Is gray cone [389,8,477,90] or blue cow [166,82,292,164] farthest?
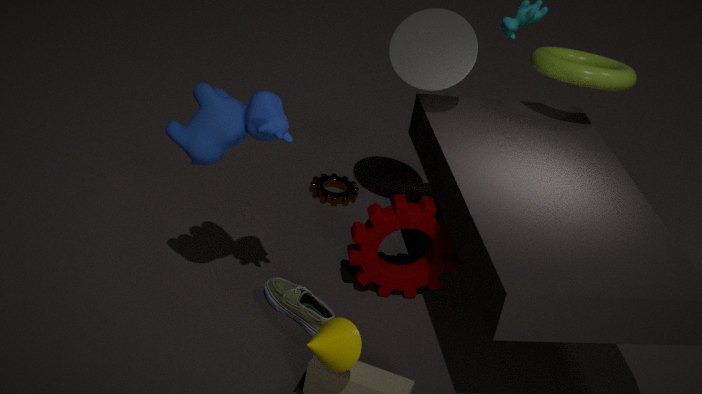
gray cone [389,8,477,90]
